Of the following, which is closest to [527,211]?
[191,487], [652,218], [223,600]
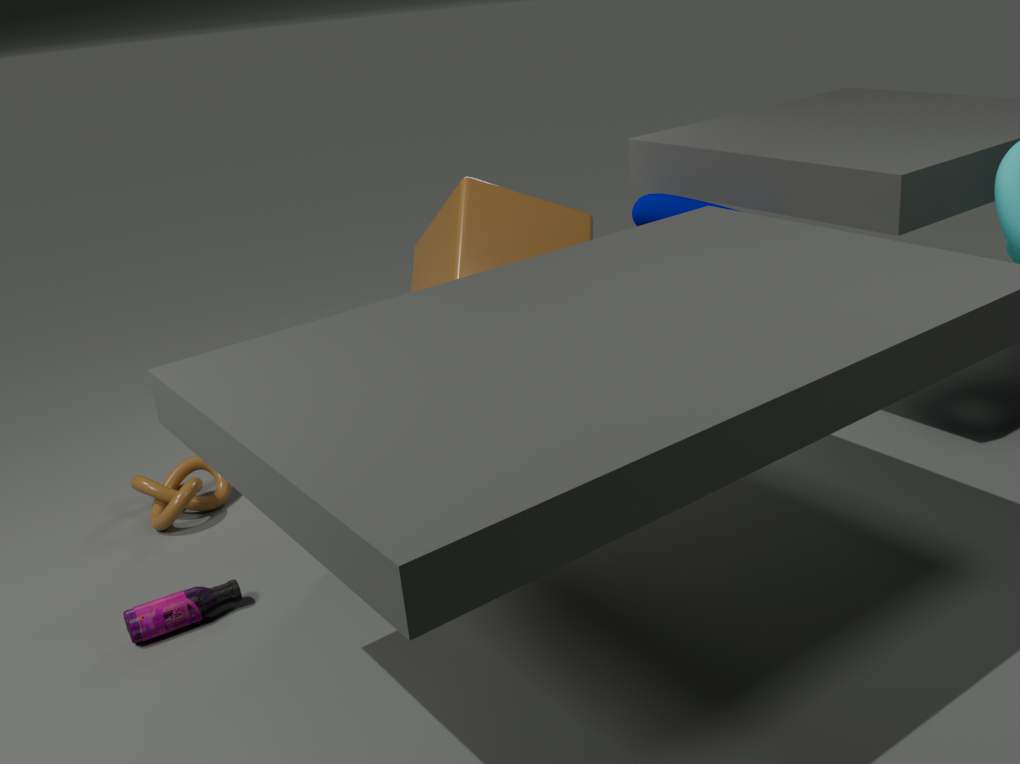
[652,218]
